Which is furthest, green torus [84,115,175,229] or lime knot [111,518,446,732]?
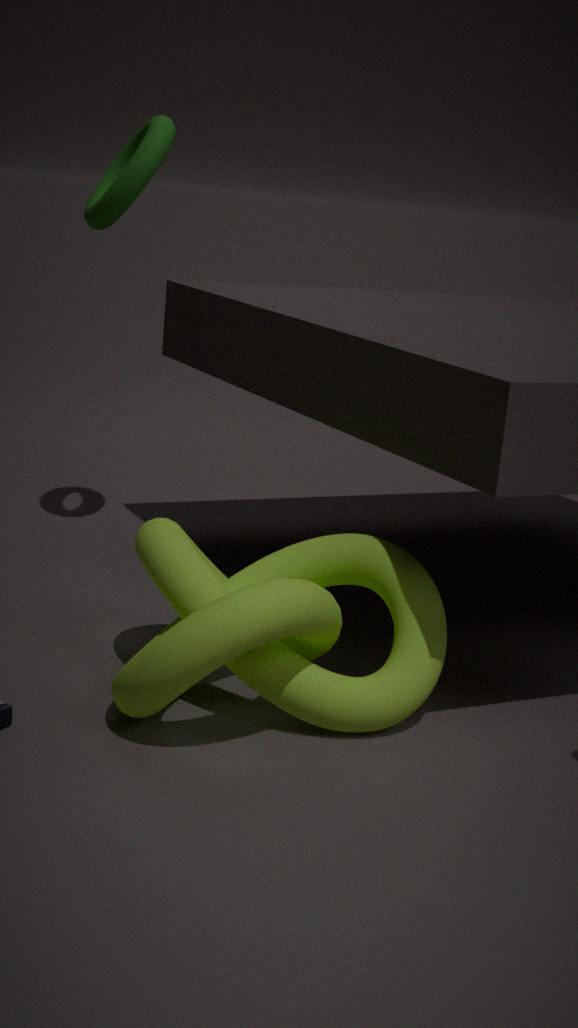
green torus [84,115,175,229]
